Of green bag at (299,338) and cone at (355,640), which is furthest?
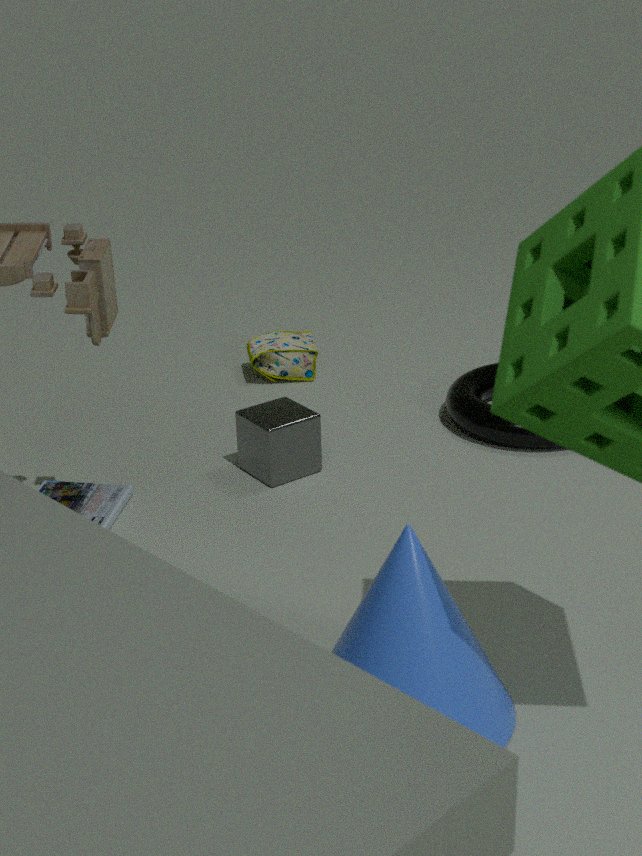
green bag at (299,338)
